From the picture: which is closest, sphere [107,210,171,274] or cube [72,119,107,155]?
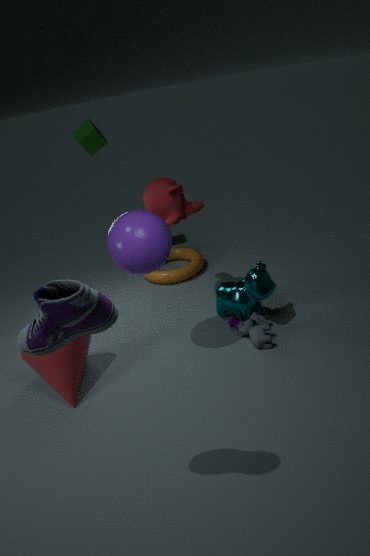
sphere [107,210,171,274]
